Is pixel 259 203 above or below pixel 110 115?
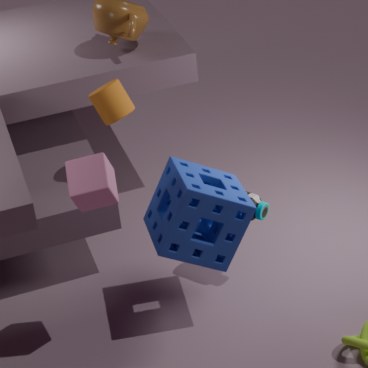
below
